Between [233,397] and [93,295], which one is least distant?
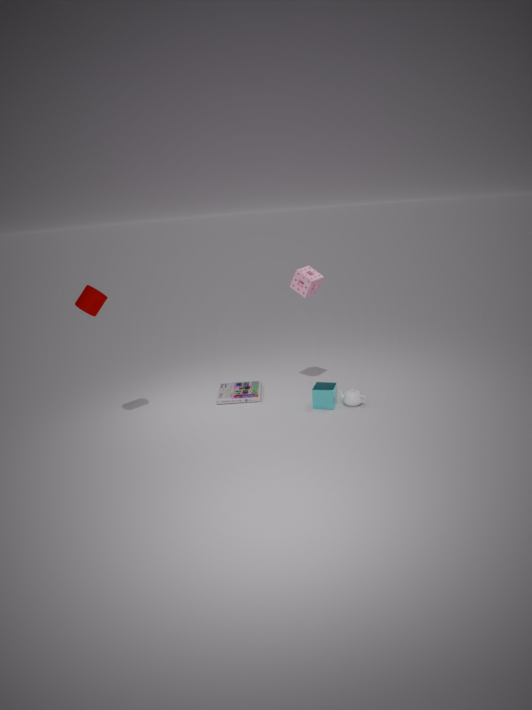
[93,295]
